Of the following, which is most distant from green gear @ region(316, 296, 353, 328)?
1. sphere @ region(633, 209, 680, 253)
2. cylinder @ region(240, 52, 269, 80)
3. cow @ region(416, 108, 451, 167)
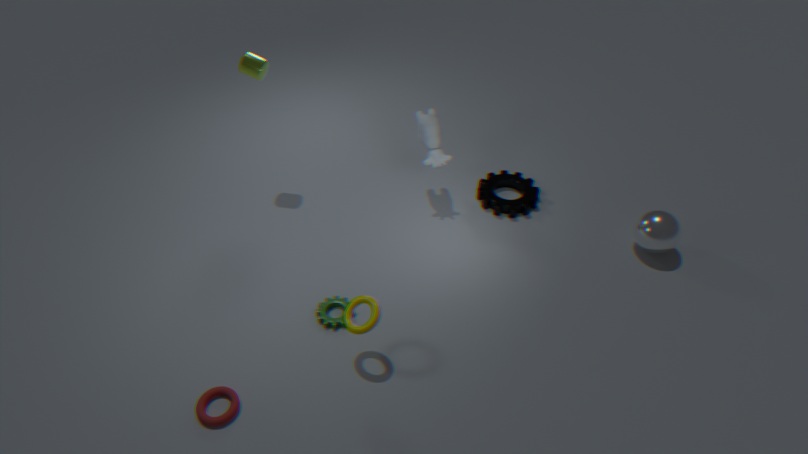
sphere @ region(633, 209, 680, 253)
